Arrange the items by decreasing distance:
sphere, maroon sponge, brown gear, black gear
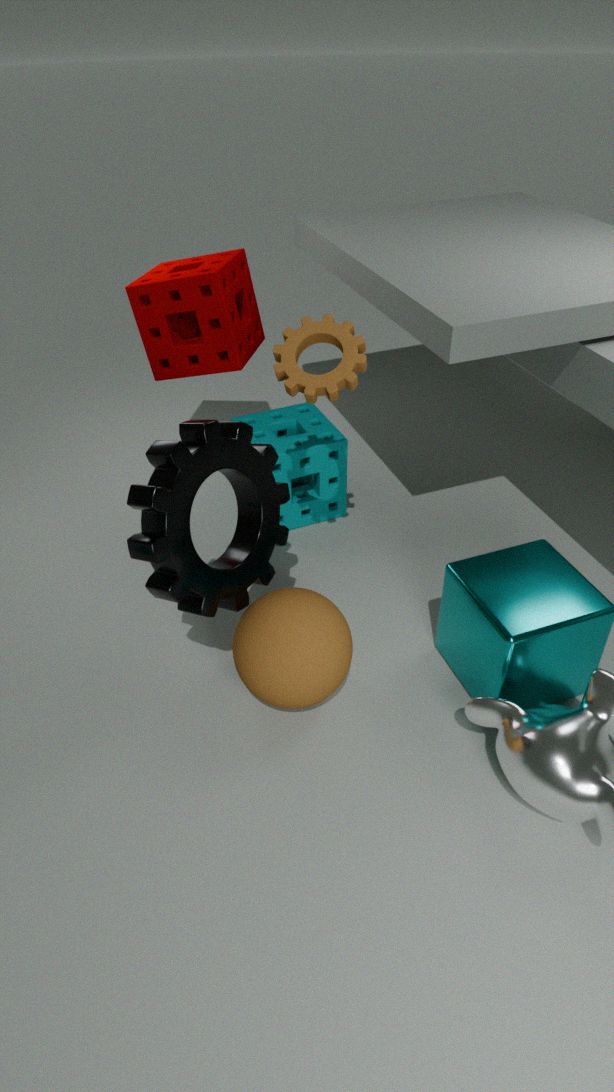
Answer: maroon sponge → brown gear → sphere → black gear
